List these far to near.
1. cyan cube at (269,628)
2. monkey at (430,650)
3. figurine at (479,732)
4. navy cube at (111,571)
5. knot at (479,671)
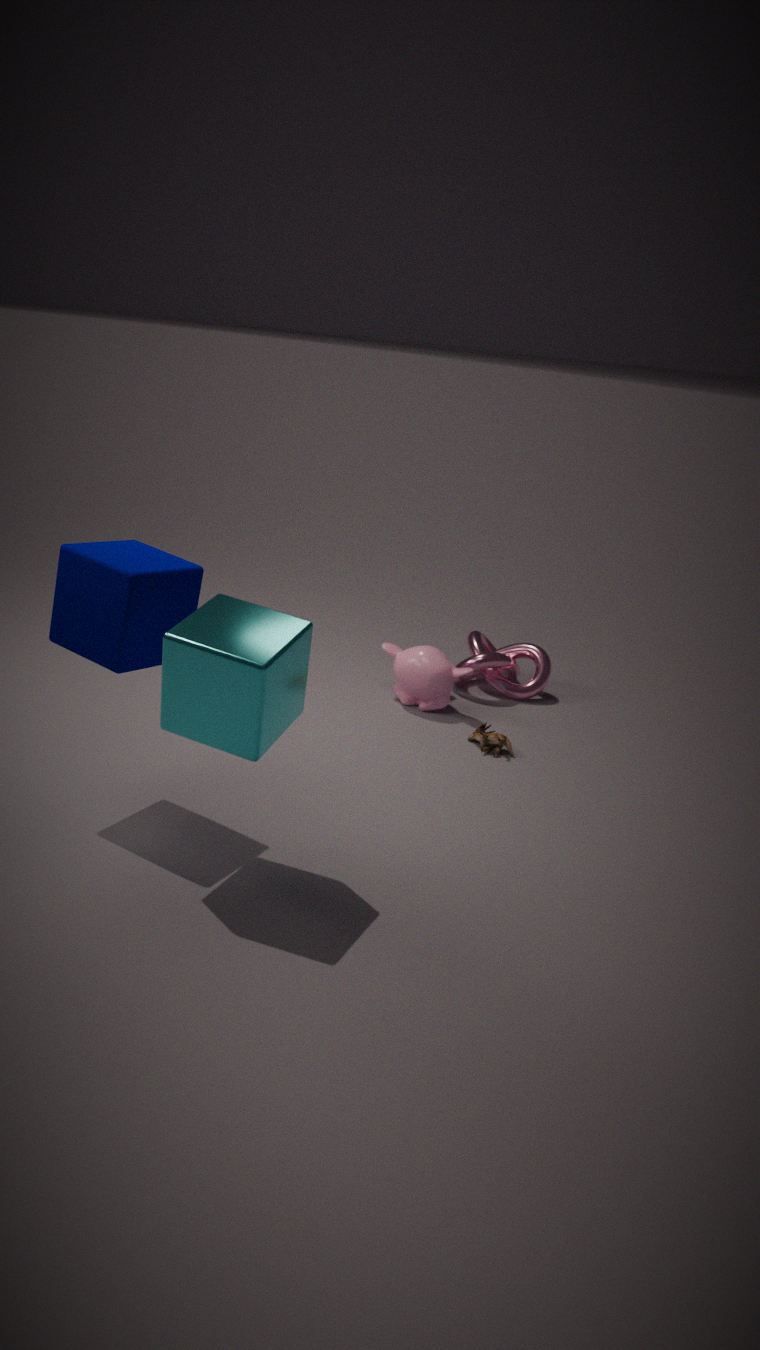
1. knot at (479,671)
2. monkey at (430,650)
3. figurine at (479,732)
4. navy cube at (111,571)
5. cyan cube at (269,628)
